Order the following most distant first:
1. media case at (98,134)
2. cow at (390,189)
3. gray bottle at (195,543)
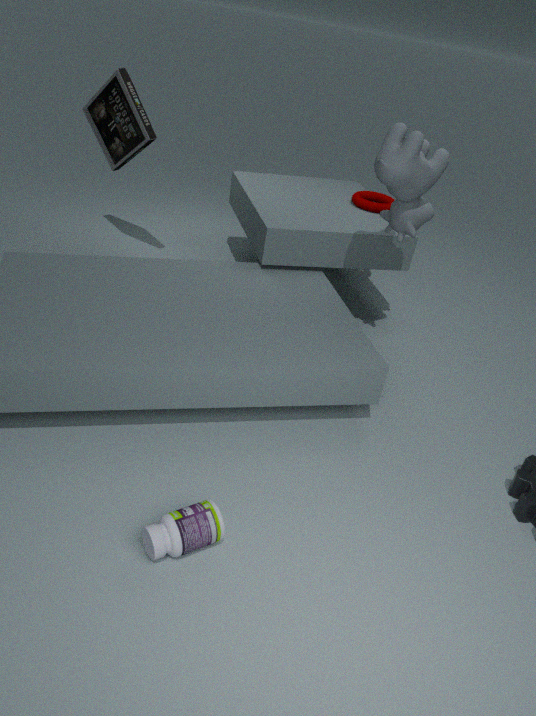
media case at (98,134) < cow at (390,189) < gray bottle at (195,543)
